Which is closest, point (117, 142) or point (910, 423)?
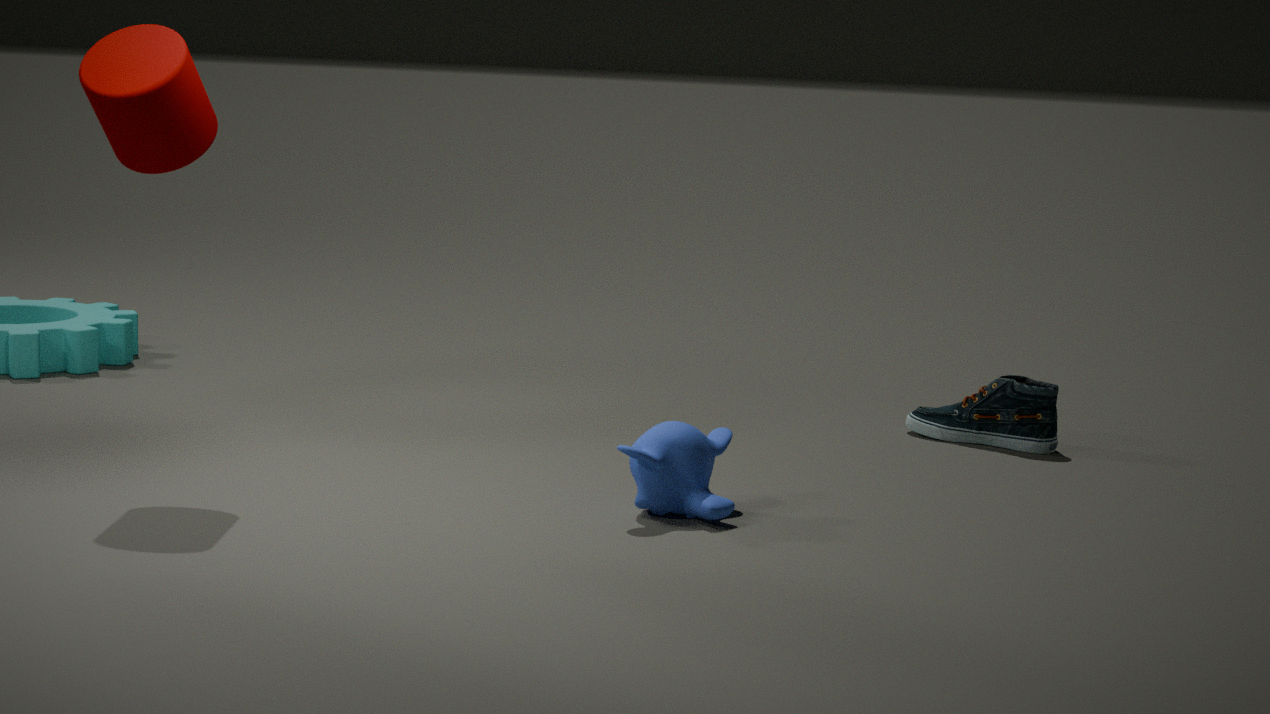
point (117, 142)
